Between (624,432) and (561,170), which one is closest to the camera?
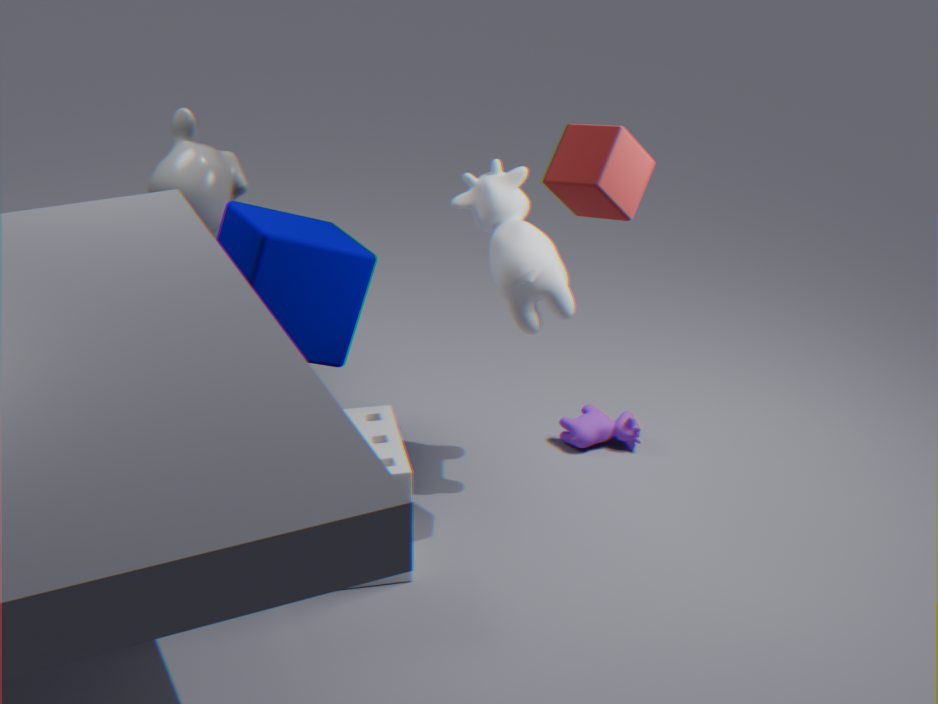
(561,170)
